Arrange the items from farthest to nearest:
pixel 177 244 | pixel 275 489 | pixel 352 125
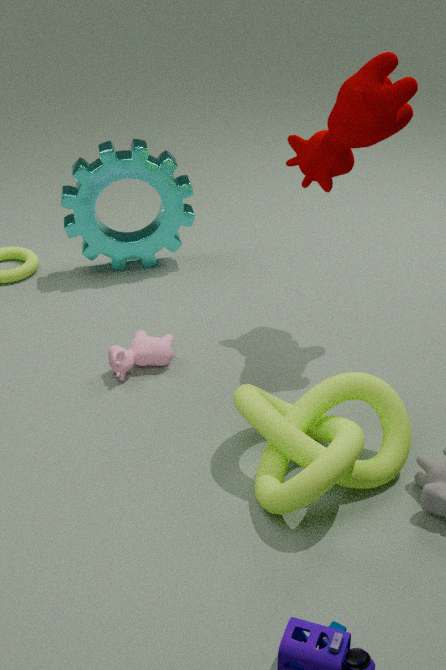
pixel 177 244 < pixel 352 125 < pixel 275 489
